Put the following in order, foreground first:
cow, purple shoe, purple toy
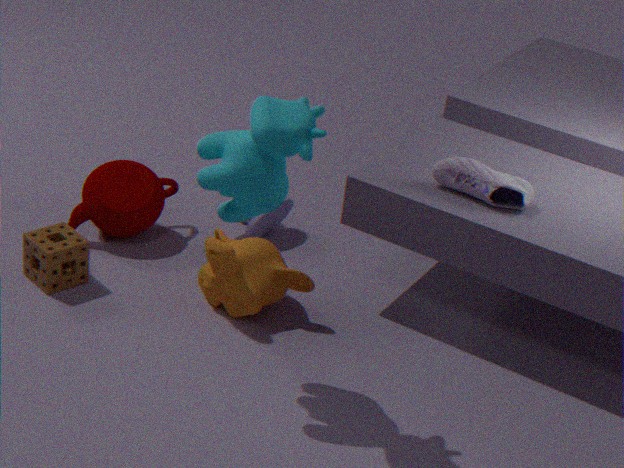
1. cow
2. purple shoe
3. purple toy
